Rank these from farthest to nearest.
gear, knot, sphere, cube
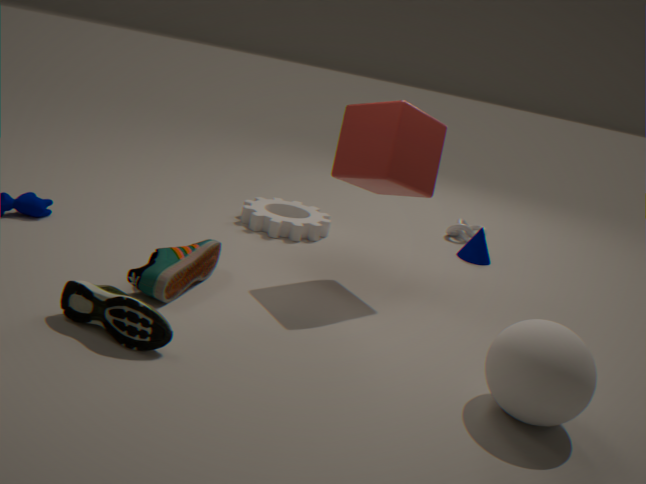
knot
gear
cube
sphere
